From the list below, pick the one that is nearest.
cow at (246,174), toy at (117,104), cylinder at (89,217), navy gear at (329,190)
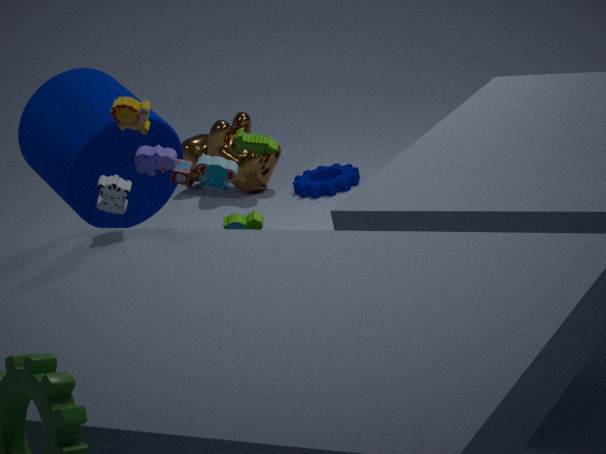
toy at (117,104)
